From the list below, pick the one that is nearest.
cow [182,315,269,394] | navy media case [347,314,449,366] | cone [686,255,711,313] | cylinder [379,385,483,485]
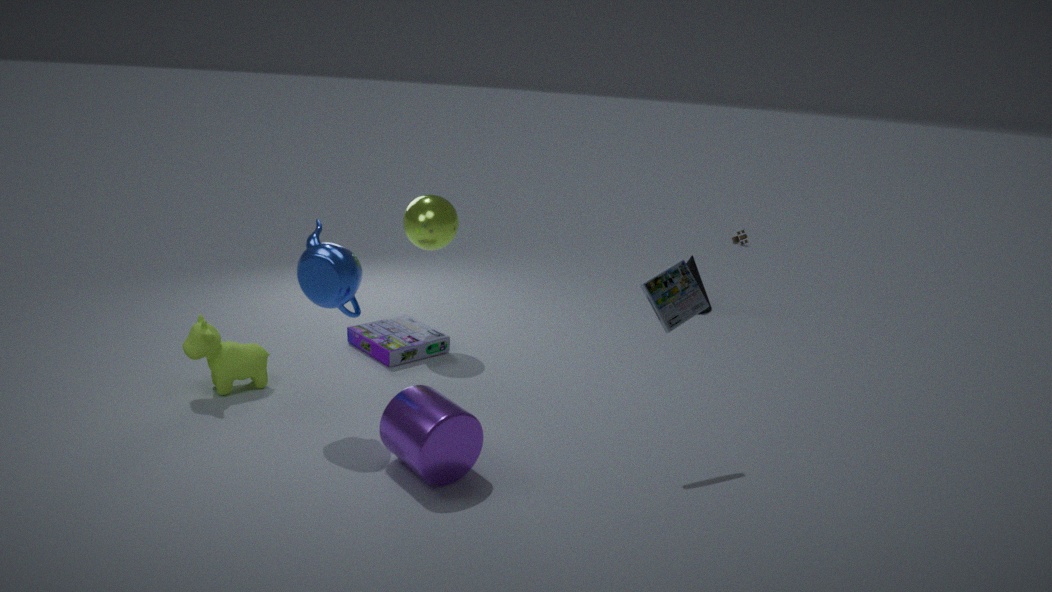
cylinder [379,385,483,485]
